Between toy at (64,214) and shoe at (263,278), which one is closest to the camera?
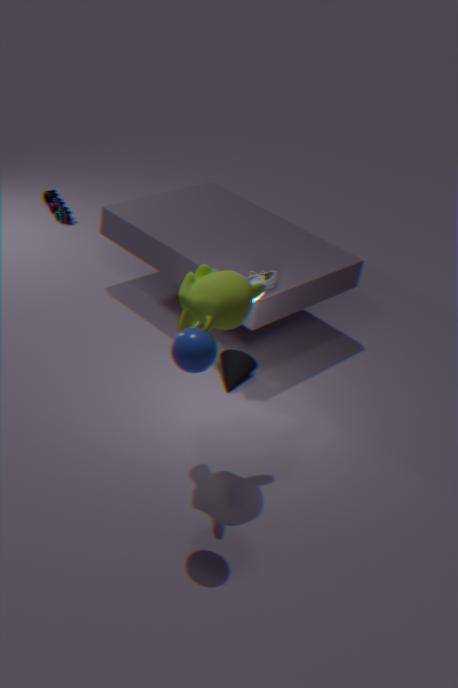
shoe at (263,278)
